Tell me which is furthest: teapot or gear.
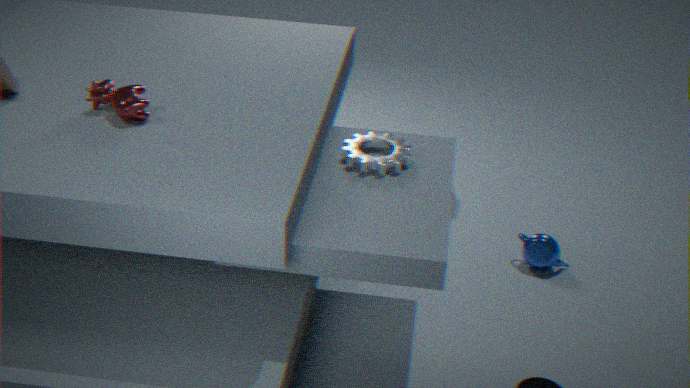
teapot
